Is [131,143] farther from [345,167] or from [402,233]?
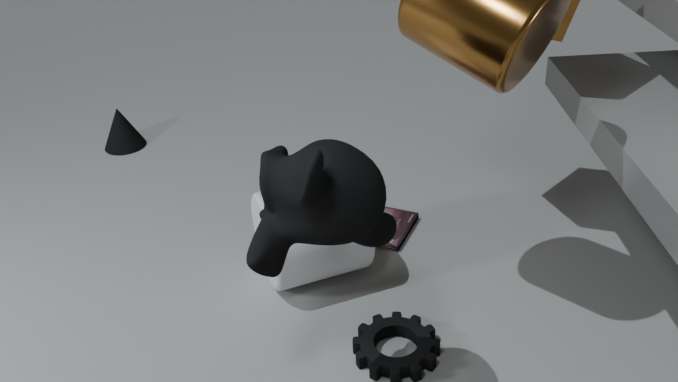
[345,167]
